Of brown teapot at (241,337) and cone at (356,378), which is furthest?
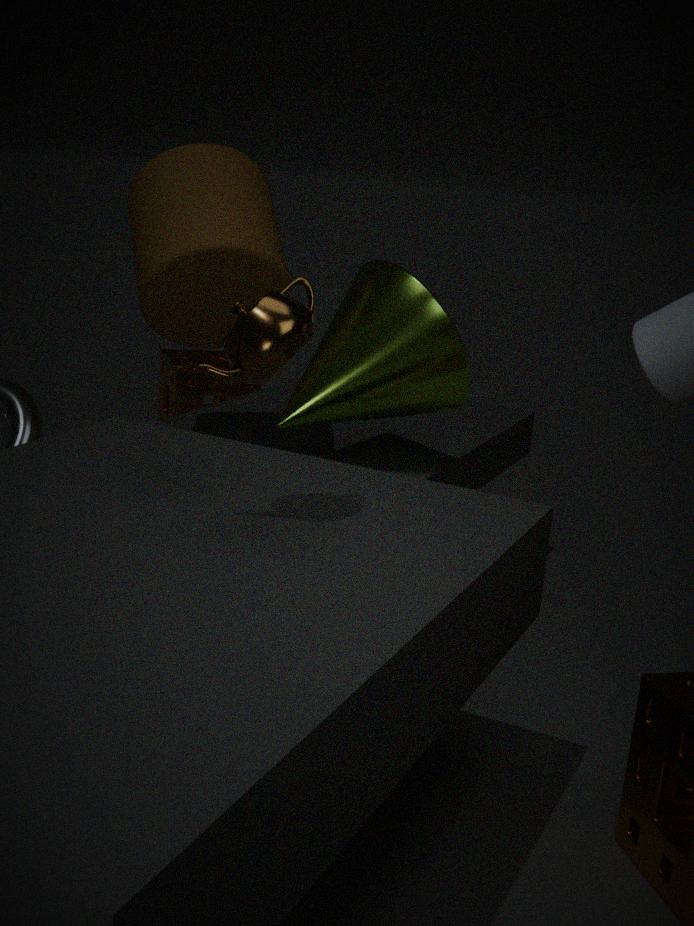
cone at (356,378)
